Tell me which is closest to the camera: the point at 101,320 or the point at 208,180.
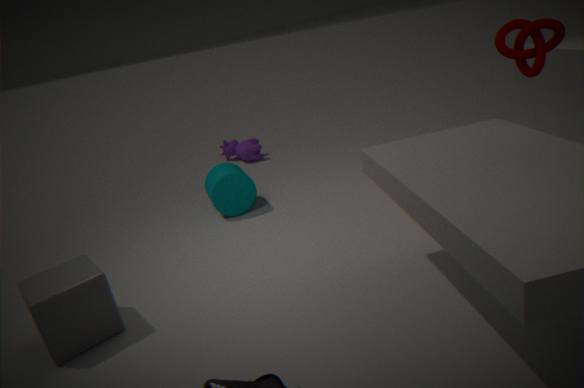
the point at 101,320
